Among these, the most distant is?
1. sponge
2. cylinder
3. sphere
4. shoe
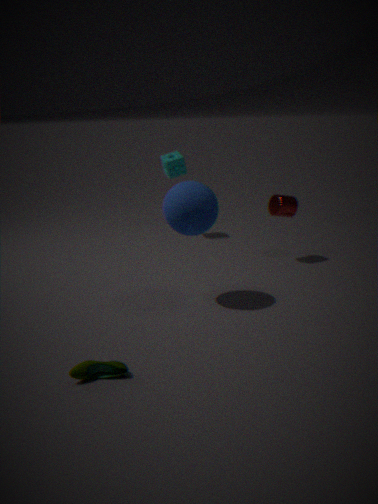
sponge
